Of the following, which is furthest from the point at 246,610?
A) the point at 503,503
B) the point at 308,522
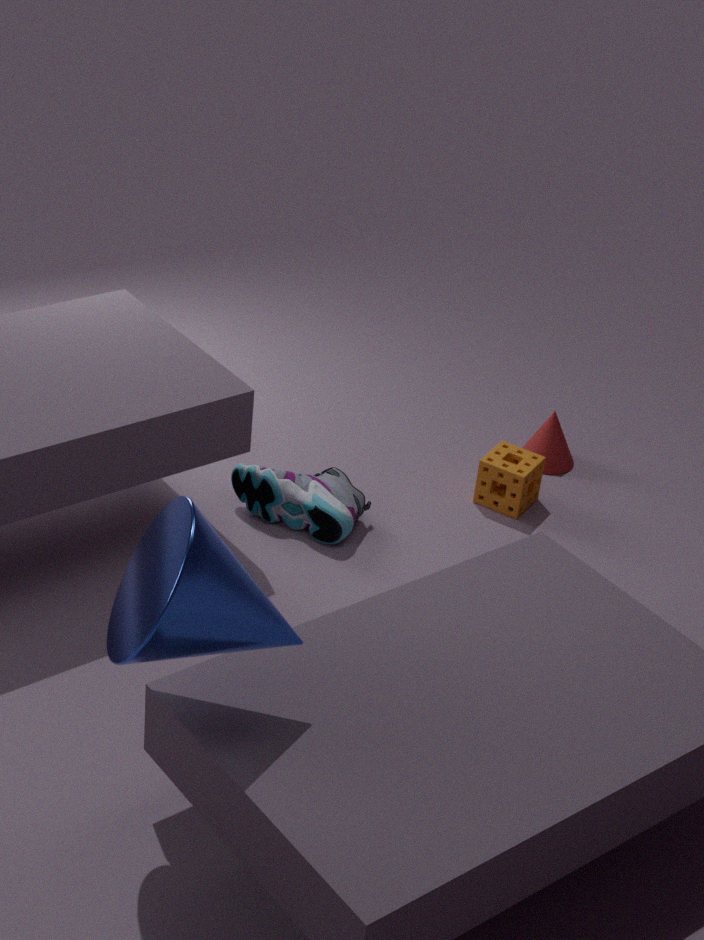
the point at 503,503
